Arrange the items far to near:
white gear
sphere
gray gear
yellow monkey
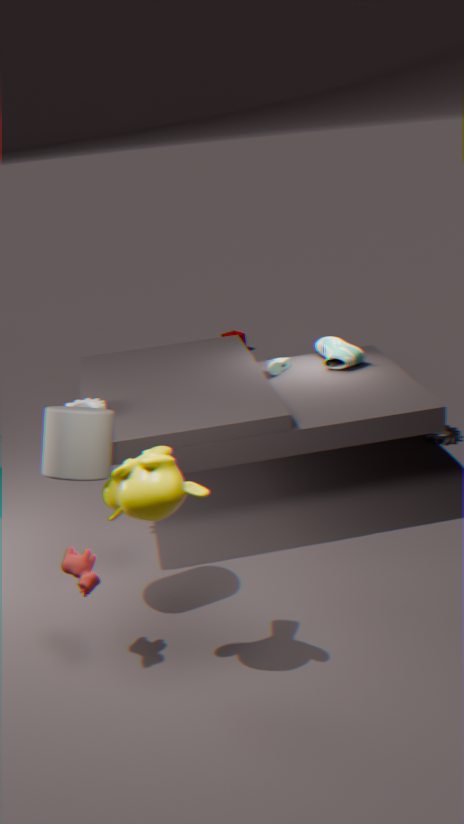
gray gear
white gear
sphere
yellow monkey
